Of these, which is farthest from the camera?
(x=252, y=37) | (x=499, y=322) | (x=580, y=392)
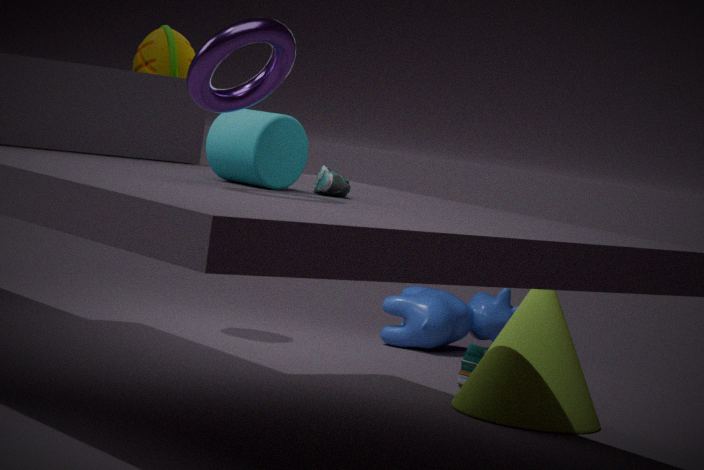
(x=499, y=322)
